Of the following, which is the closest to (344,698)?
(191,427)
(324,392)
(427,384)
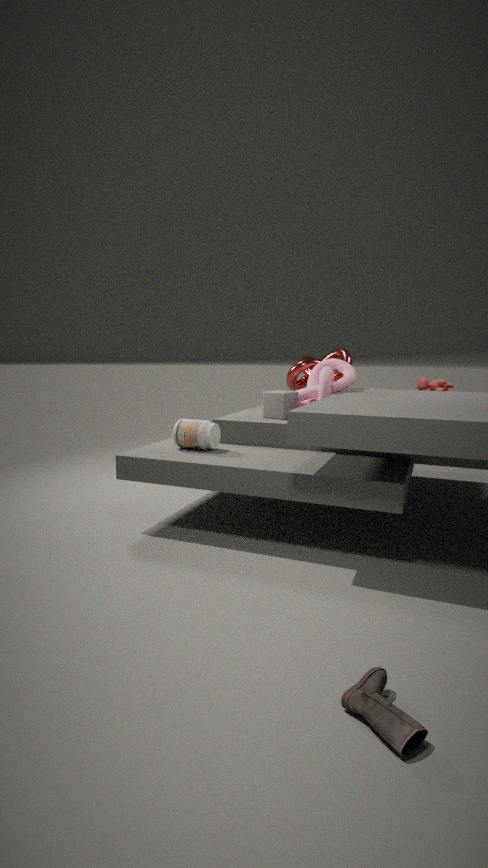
(191,427)
